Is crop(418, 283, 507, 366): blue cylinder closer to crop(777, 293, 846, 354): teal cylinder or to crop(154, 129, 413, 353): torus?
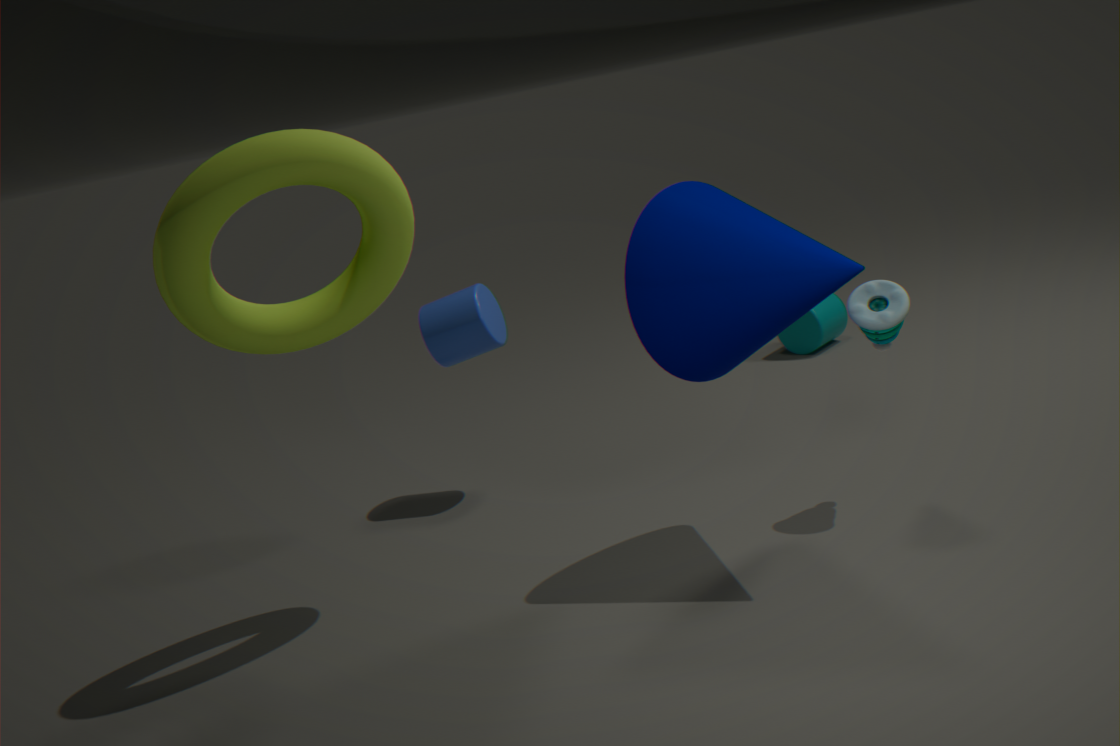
crop(154, 129, 413, 353): torus
